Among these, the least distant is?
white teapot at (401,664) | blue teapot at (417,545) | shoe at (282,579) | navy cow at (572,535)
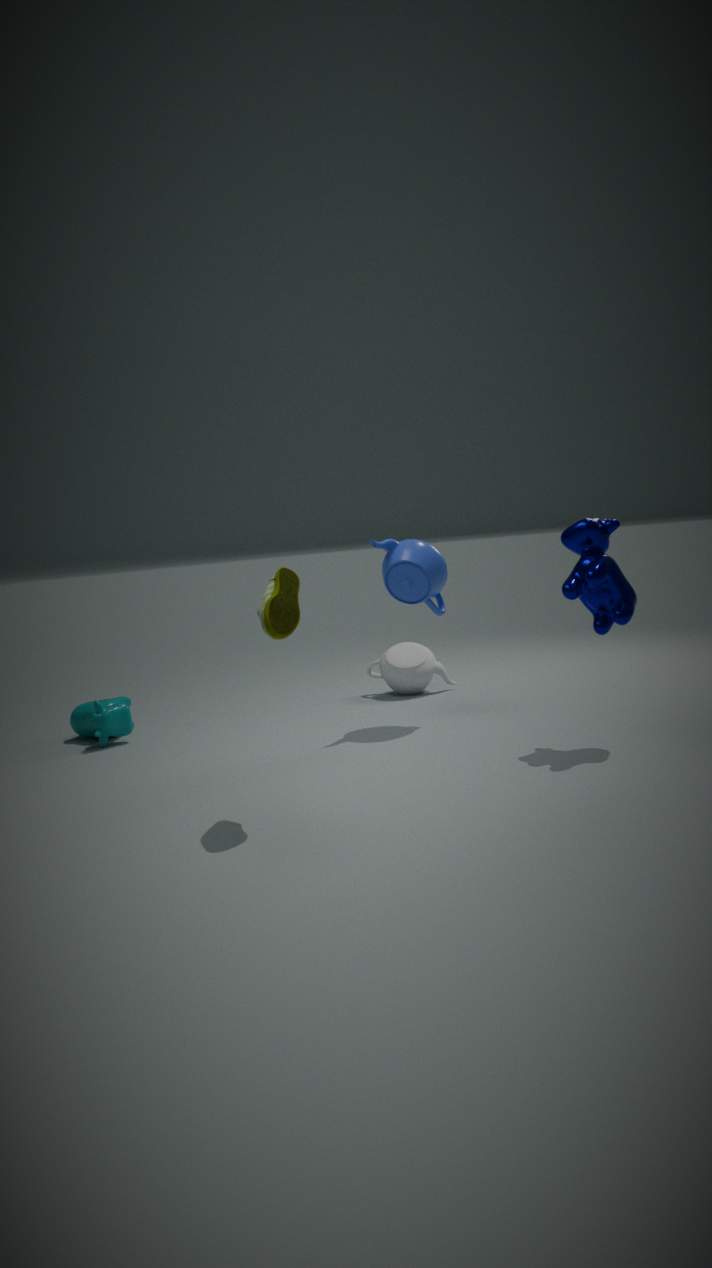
shoe at (282,579)
